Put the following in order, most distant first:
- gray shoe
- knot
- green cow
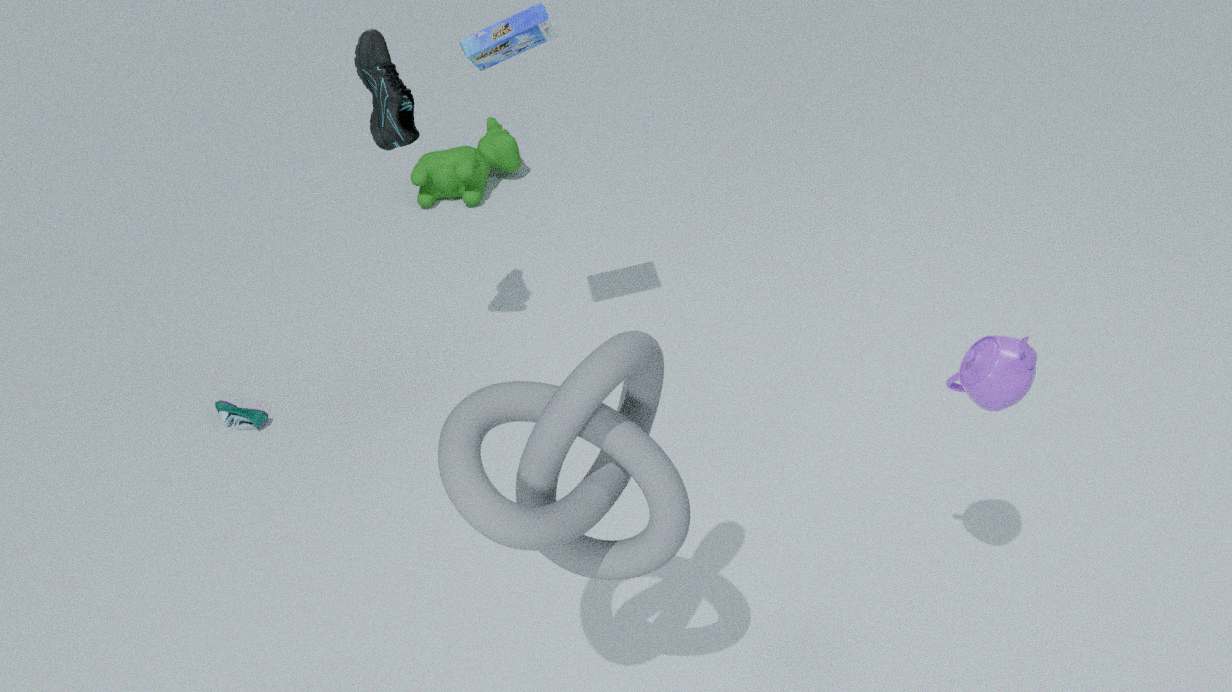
green cow, gray shoe, knot
